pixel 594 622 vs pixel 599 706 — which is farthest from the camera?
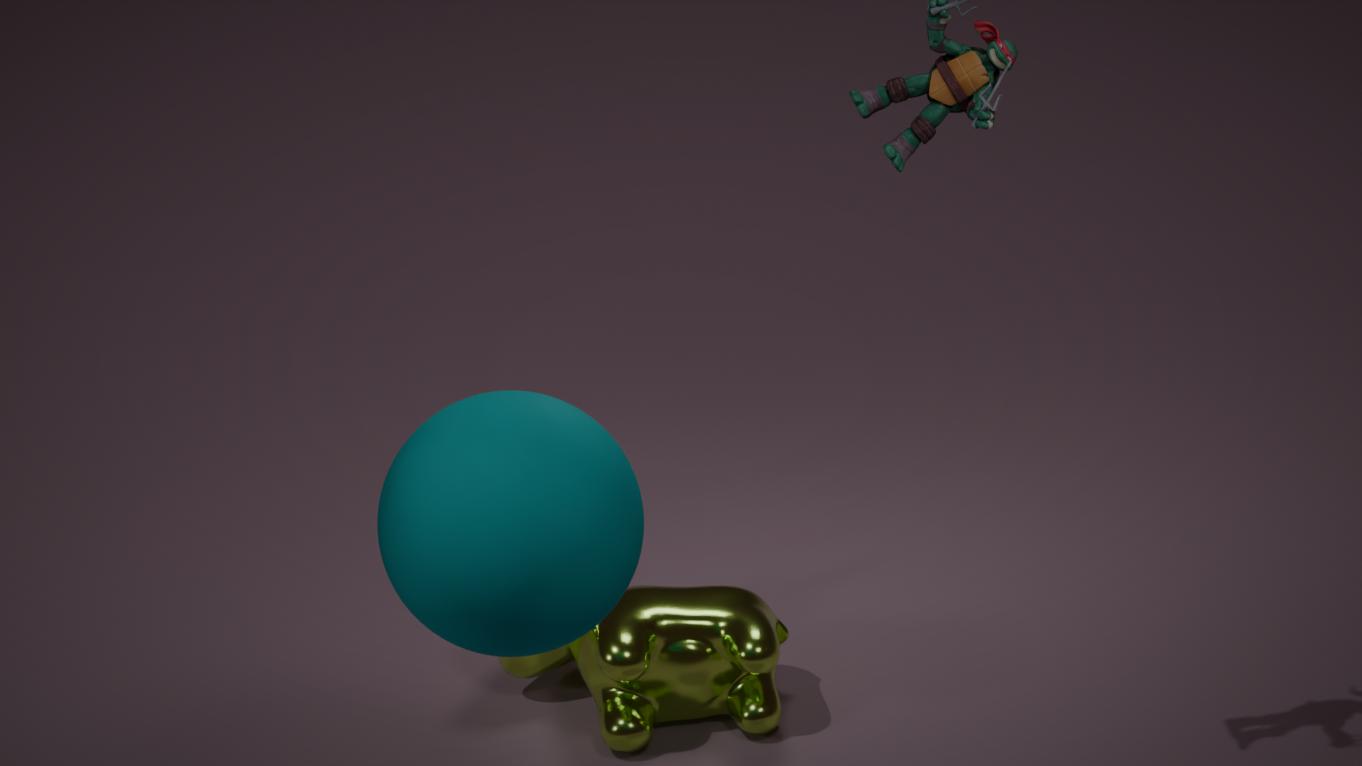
pixel 599 706
